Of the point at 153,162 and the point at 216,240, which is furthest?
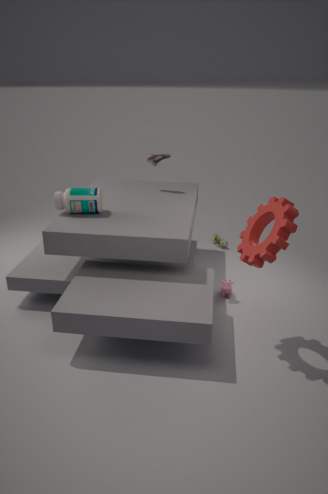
the point at 216,240
